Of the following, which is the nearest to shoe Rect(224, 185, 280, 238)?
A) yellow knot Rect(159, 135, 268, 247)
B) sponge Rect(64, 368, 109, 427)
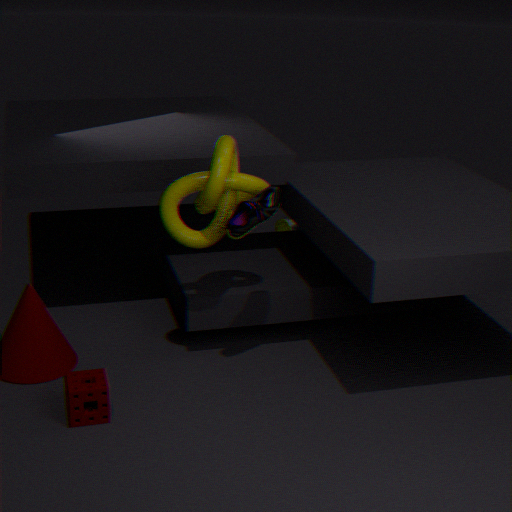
yellow knot Rect(159, 135, 268, 247)
